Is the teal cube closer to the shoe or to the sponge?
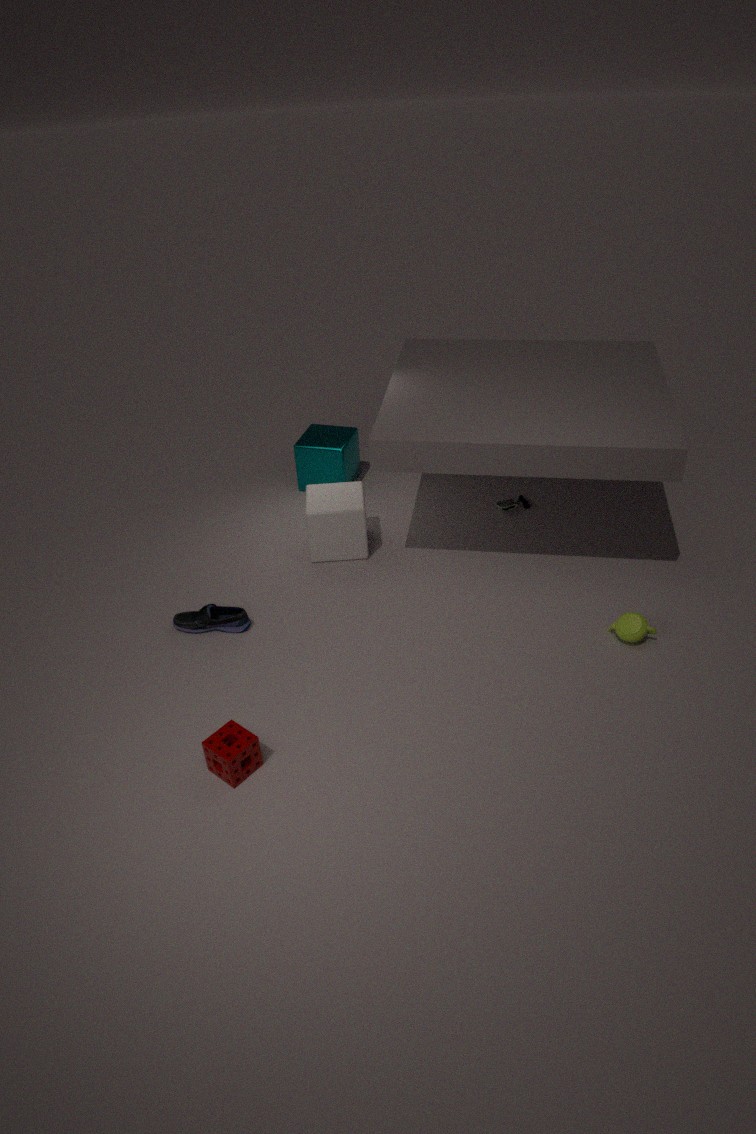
the shoe
